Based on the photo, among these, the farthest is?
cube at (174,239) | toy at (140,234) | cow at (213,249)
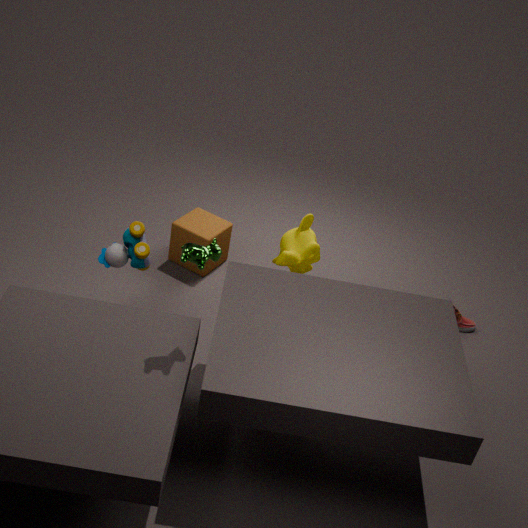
cube at (174,239)
